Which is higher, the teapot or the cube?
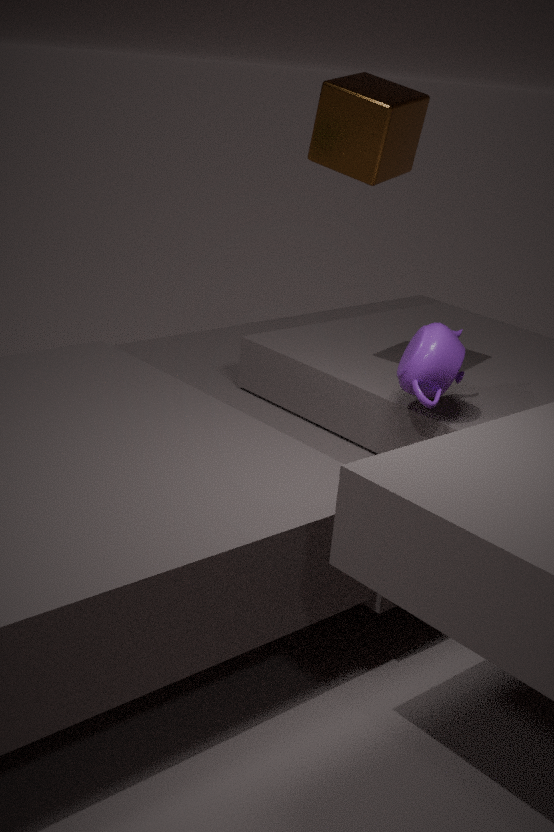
the cube
